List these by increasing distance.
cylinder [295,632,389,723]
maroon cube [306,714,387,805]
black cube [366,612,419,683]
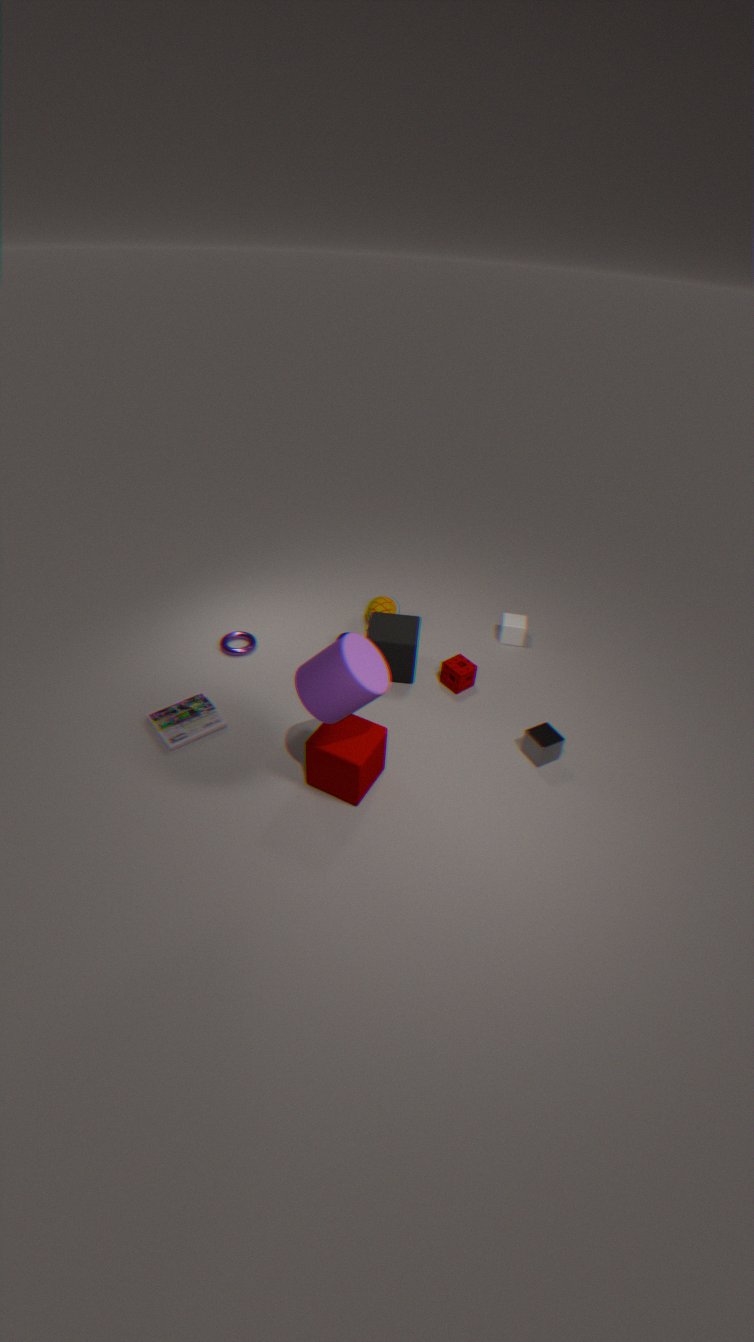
cylinder [295,632,389,723]
maroon cube [306,714,387,805]
black cube [366,612,419,683]
